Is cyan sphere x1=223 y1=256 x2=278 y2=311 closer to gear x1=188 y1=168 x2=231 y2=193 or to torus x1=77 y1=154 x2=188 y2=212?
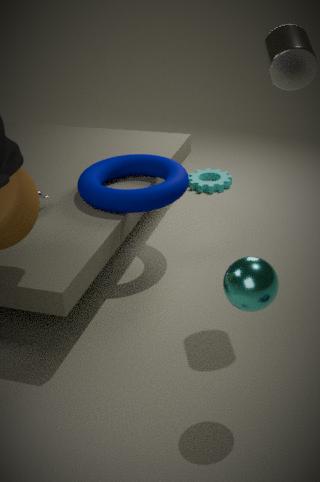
torus x1=77 y1=154 x2=188 y2=212
